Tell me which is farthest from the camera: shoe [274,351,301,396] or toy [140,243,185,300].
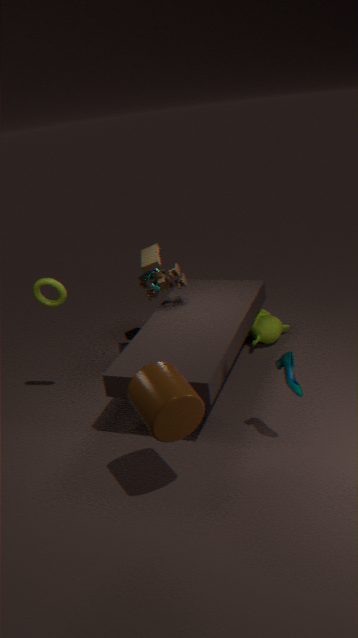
toy [140,243,185,300]
